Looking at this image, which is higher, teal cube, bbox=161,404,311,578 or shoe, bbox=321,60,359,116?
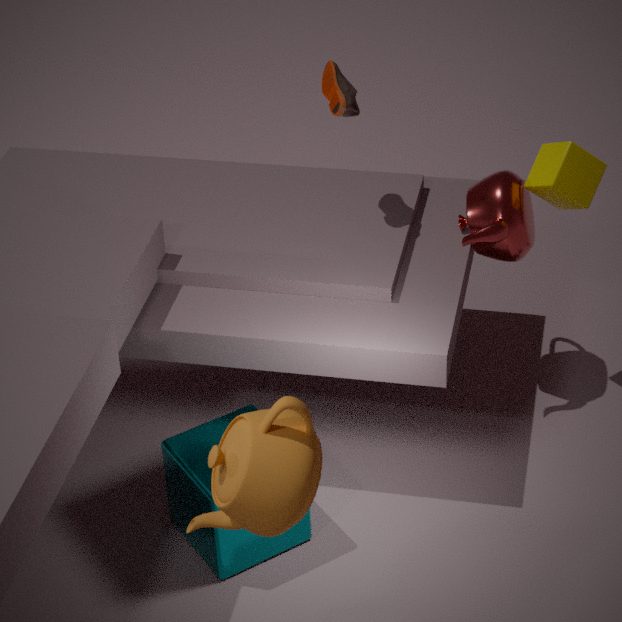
shoe, bbox=321,60,359,116
